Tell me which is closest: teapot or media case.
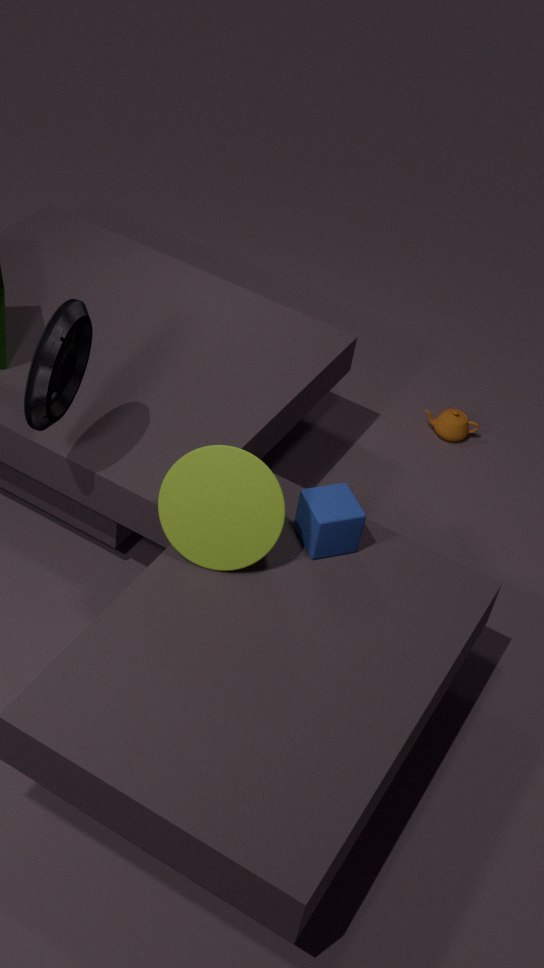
media case
